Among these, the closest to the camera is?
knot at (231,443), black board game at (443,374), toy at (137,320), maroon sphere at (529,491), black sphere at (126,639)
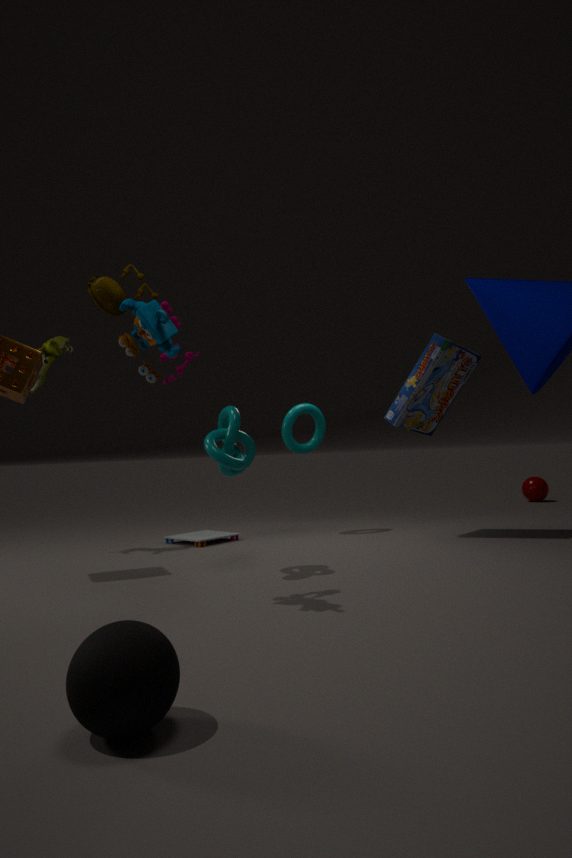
black sphere at (126,639)
